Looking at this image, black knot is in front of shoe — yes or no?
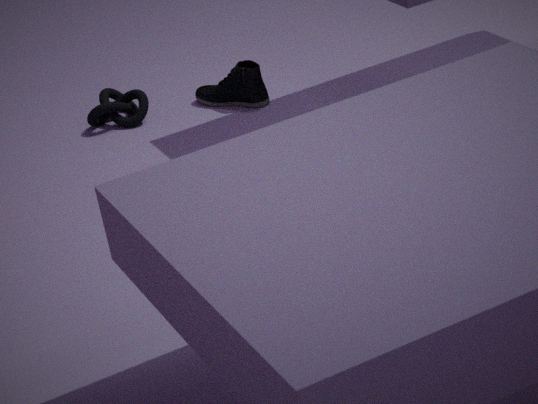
No
